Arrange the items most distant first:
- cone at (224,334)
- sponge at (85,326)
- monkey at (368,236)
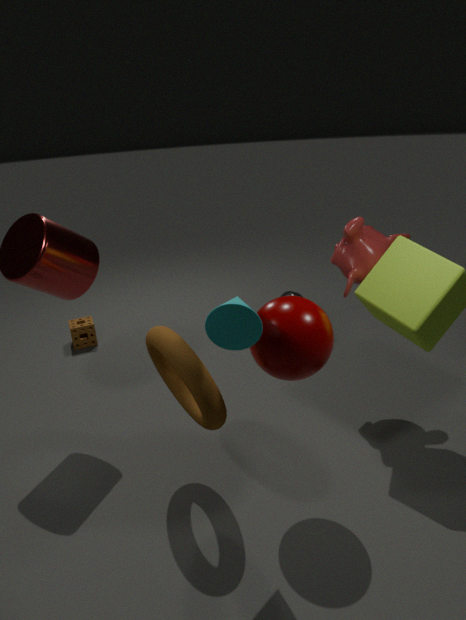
sponge at (85,326) → monkey at (368,236) → cone at (224,334)
